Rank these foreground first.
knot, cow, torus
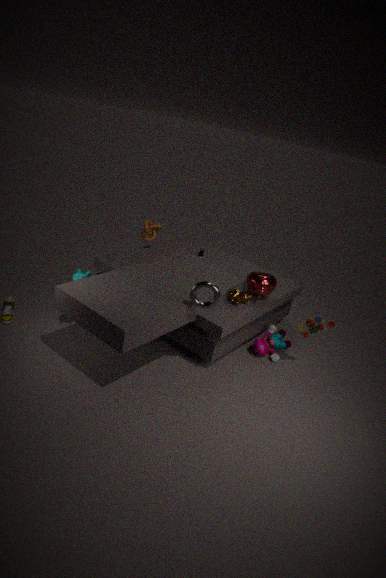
1. torus
2. cow
3. knot
